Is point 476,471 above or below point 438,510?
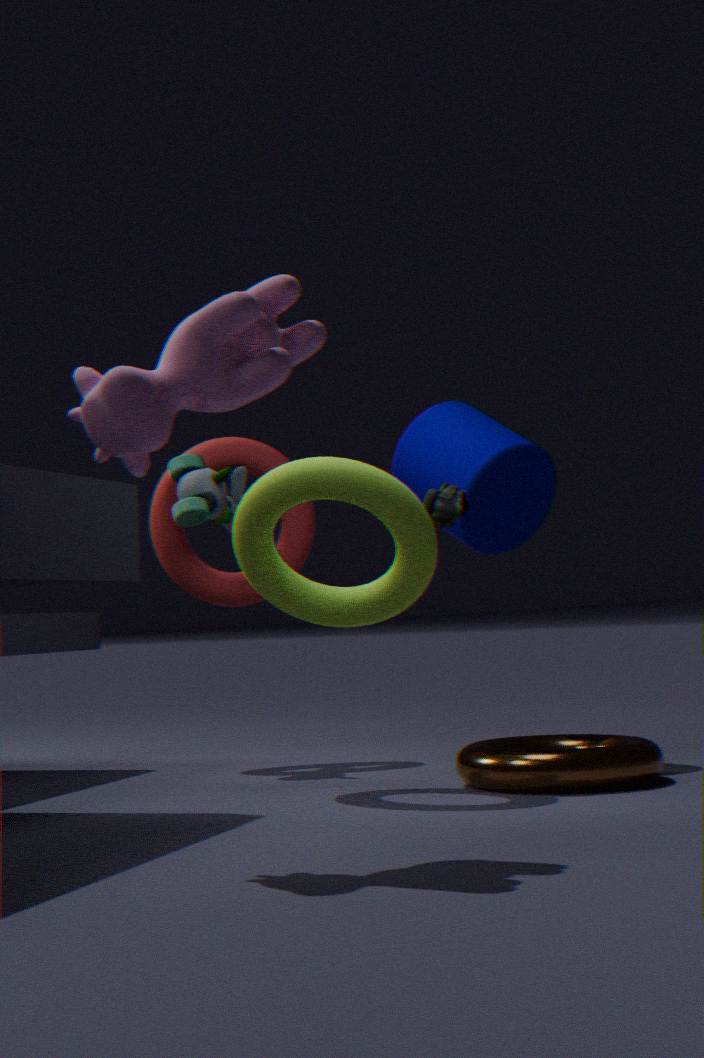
above
